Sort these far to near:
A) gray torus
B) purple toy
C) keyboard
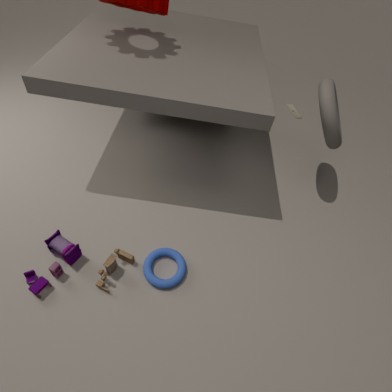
keyboard
gray torus
purple toy
